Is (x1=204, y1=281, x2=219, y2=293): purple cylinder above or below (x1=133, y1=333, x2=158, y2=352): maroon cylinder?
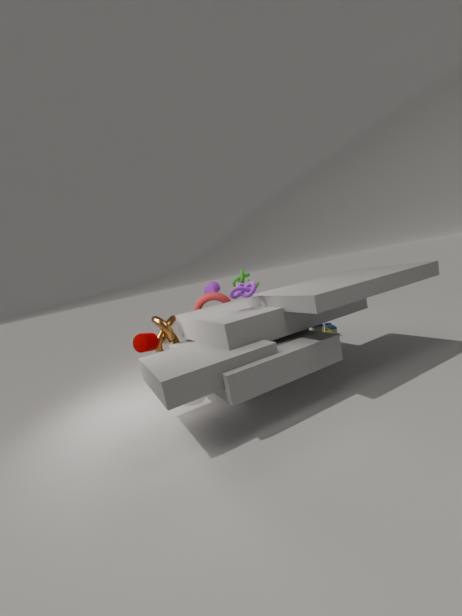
above
